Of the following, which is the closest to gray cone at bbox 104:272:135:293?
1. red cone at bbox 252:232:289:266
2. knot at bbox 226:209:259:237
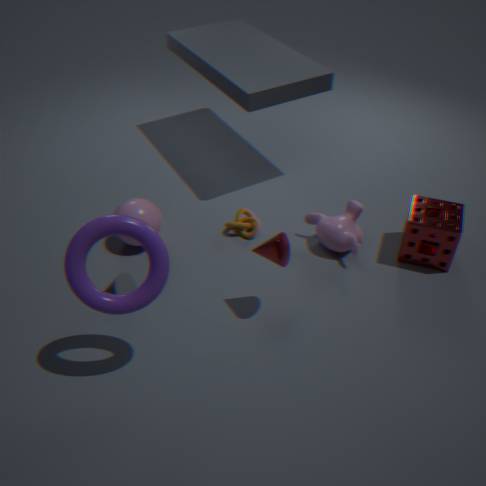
knot at bbox 226:209:259:237
